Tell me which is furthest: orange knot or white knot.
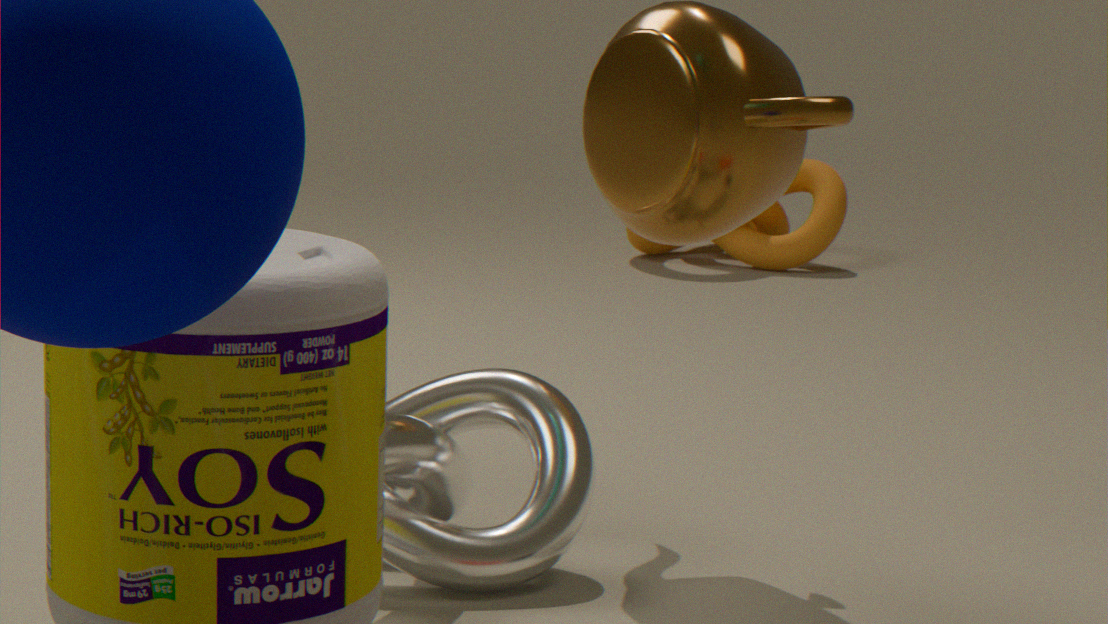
orange knot
